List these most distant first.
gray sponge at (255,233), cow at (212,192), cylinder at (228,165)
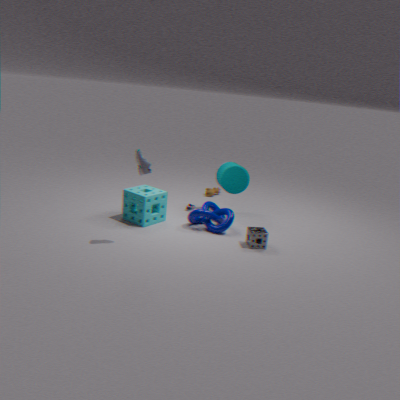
cow at (212,192) → cylinder at (228,165) → gray sponge at (255,233)
